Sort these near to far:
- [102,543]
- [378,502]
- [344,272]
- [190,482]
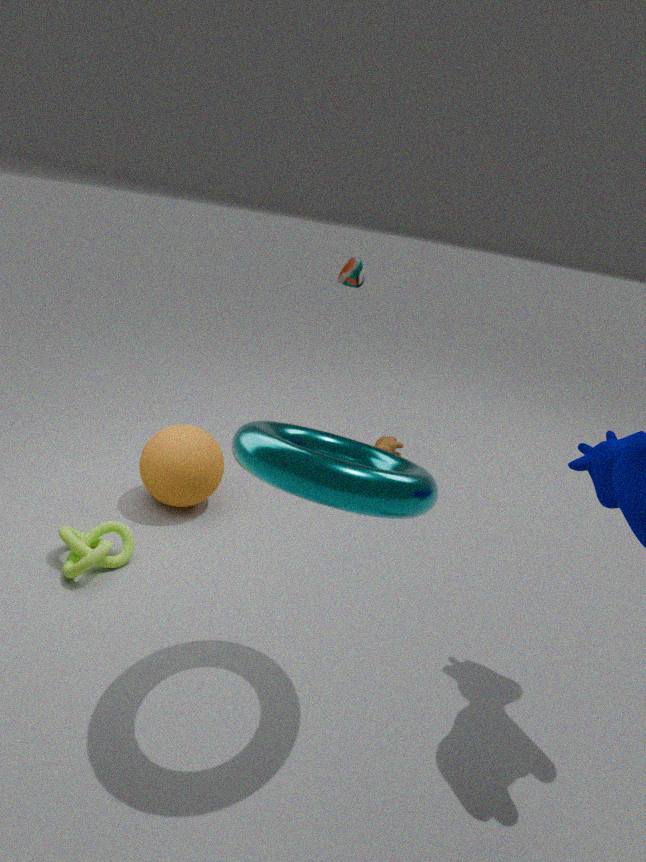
1. [378,502]
2. [102,543]
3. [190,482]
4. [344,272]
